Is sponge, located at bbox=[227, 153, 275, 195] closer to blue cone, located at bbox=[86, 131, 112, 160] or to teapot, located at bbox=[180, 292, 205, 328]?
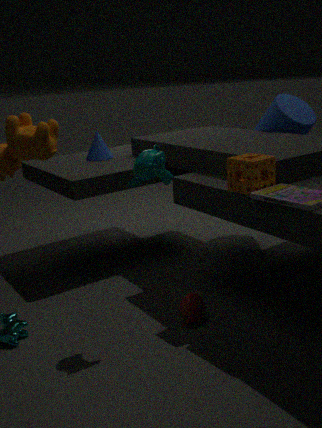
teapot, located at bbox=[180, 292, 205, 328]
